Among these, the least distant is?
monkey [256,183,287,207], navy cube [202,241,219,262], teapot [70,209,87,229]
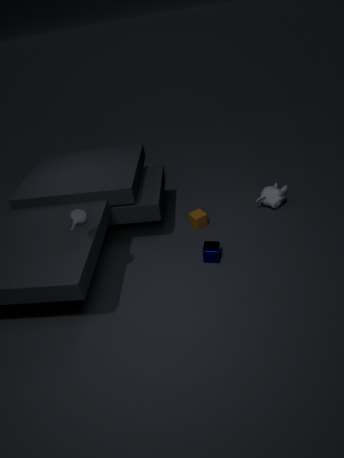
teapot [70,209,87,229]
